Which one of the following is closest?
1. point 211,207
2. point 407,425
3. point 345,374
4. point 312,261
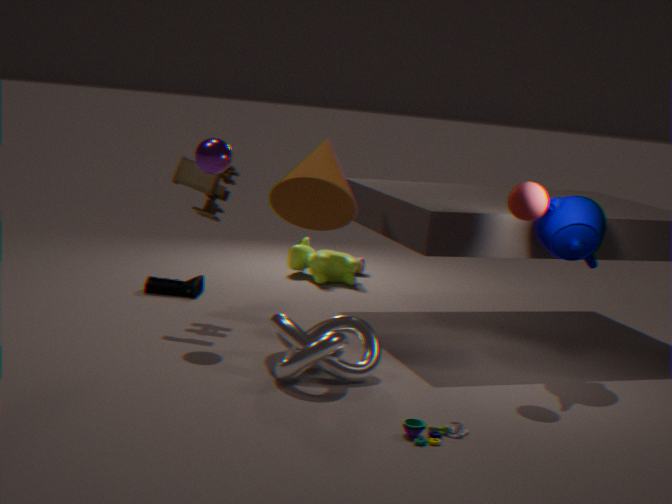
point 407,425
